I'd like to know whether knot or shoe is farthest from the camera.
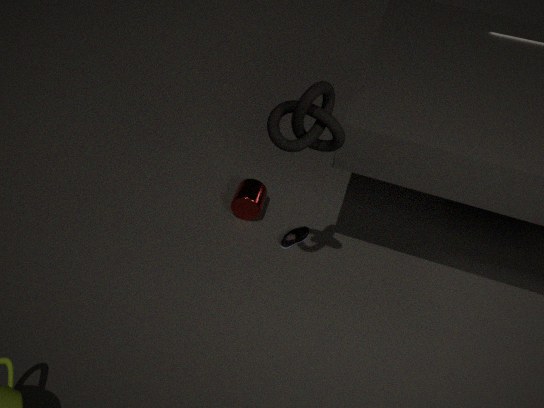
shoe
